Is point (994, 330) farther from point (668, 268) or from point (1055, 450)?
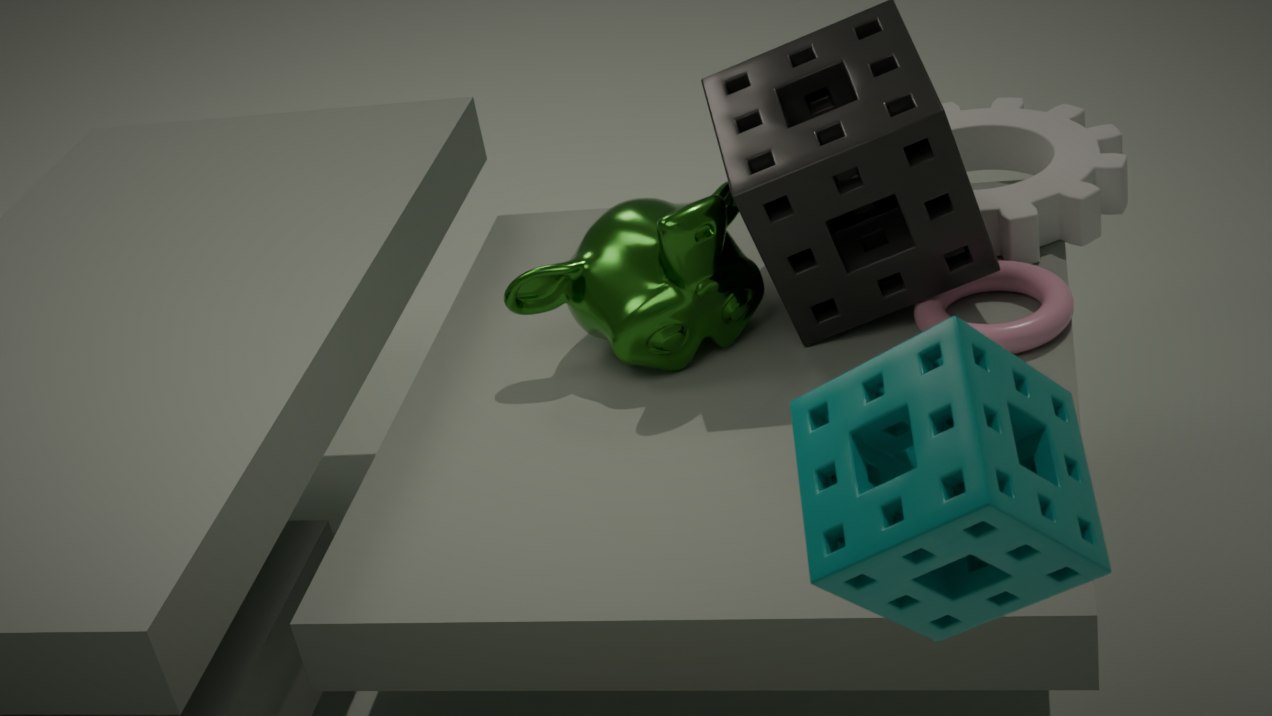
point (1055, 450)
